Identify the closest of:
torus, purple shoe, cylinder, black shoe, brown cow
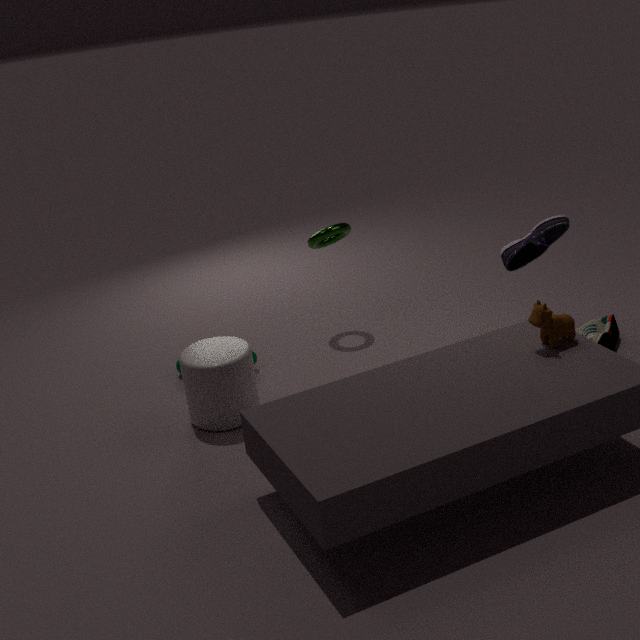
brown cow
